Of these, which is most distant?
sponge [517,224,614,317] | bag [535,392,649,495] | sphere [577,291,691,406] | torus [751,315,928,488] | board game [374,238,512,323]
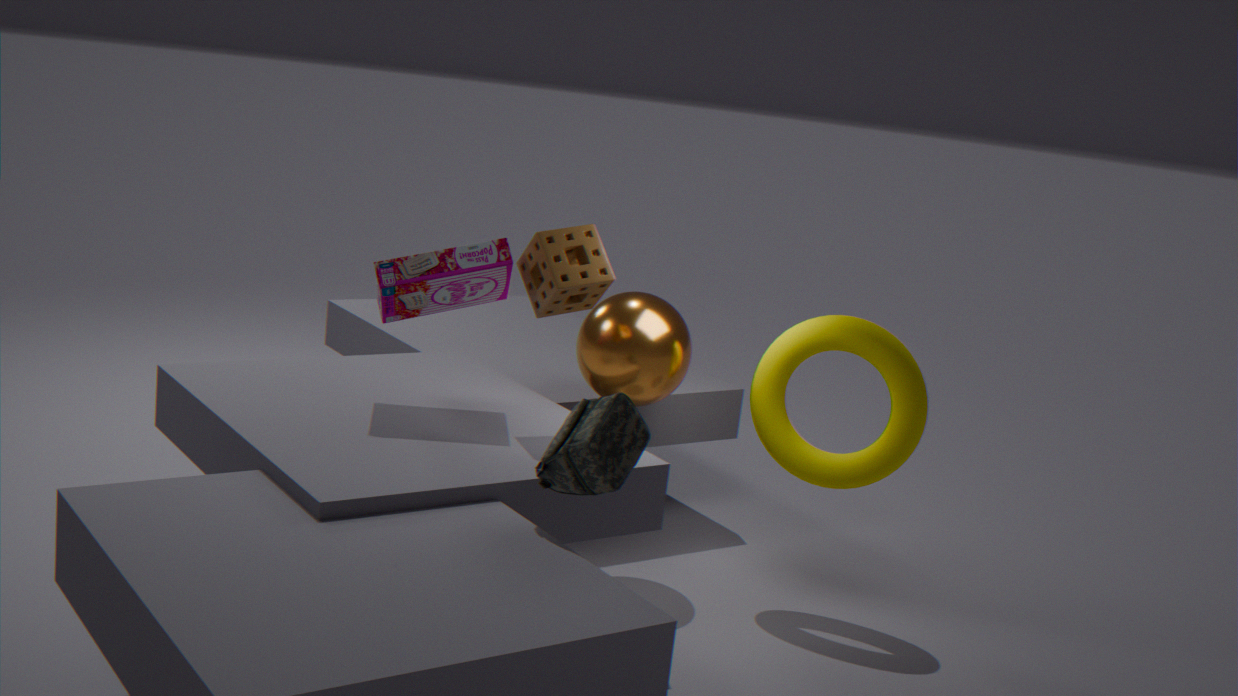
sphere [577,291,691,406]
